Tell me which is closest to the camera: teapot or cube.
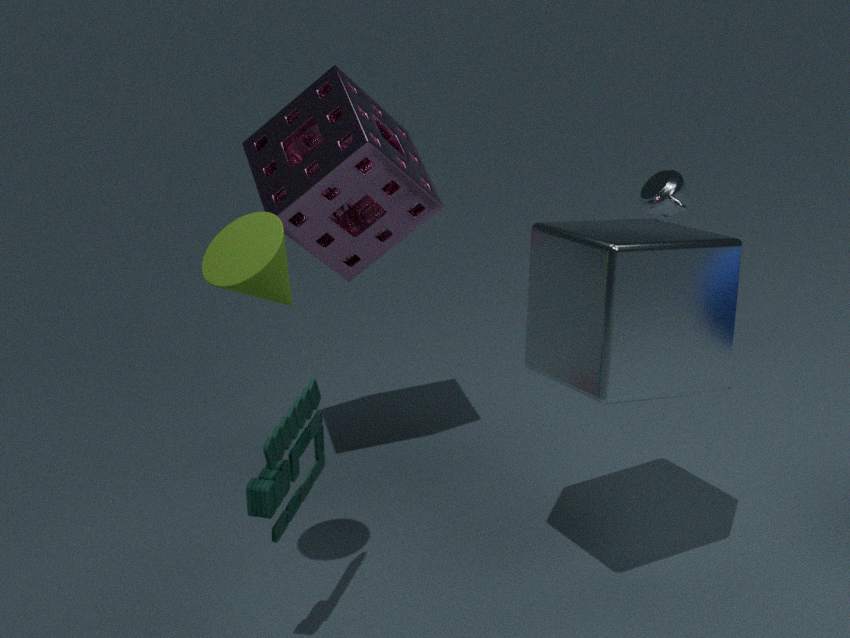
cube
